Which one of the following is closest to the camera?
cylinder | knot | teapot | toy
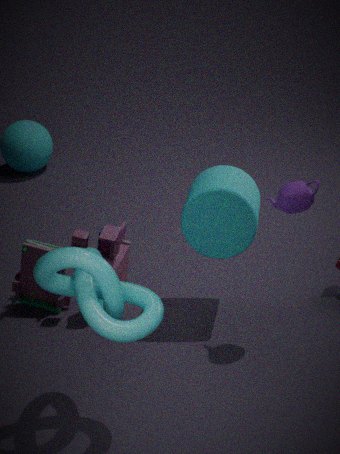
knot
